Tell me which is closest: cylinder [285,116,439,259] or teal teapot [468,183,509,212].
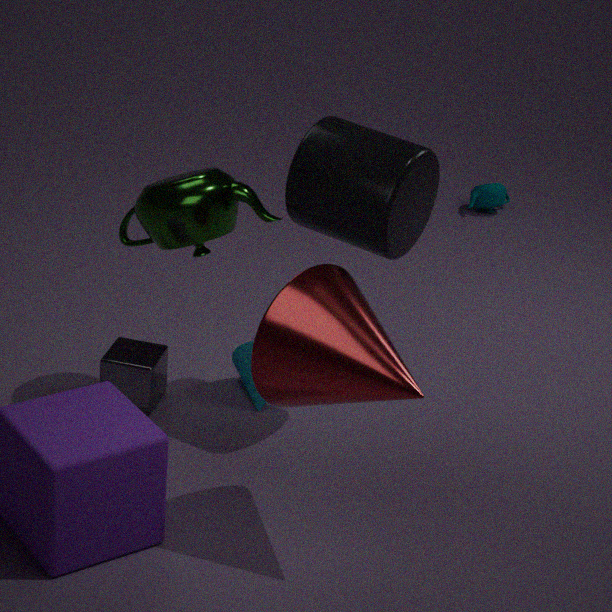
cylinder [285,116,439,259]
